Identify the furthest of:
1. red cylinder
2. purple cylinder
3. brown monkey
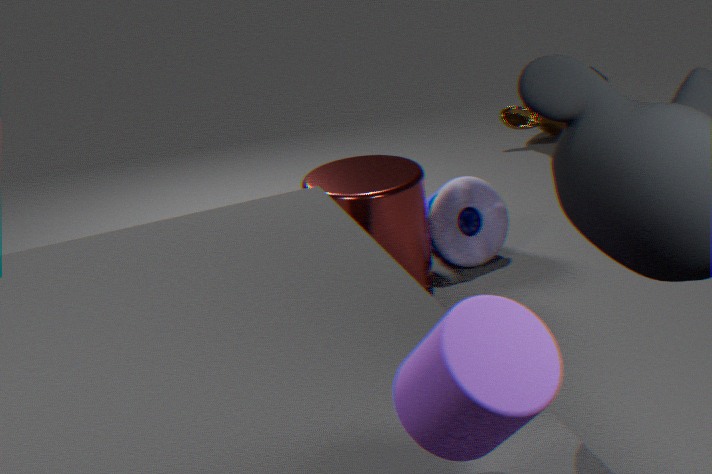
brown monkey
